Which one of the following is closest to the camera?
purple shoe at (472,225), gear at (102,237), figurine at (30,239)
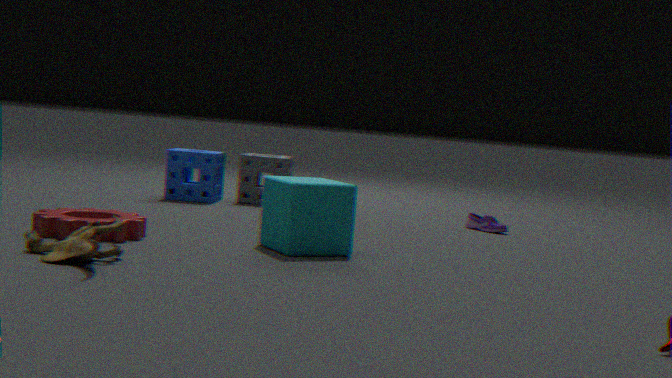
figurine at (30,239)
